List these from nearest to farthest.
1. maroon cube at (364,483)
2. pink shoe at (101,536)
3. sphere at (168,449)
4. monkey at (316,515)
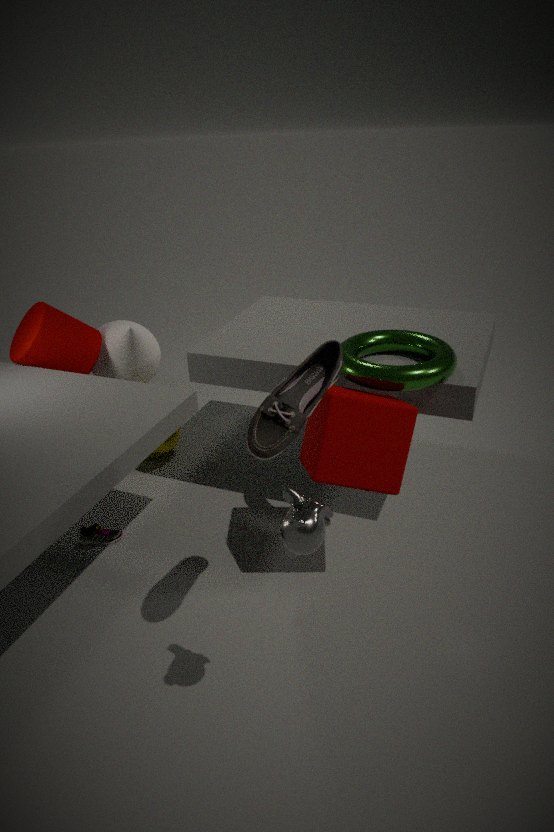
monkey at (316,515), maroon cube at (364,483), pink shoe at (101,536), sphere at (168,449)
